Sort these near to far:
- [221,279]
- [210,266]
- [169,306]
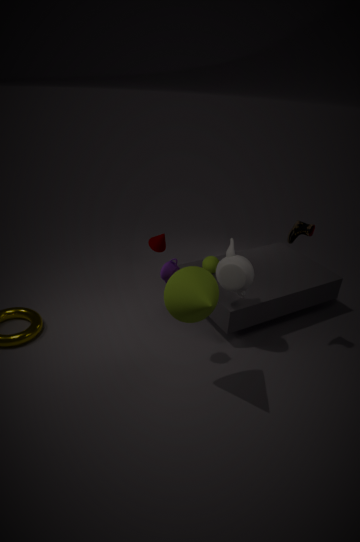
[169,306] → [221,279] → [210,266]
